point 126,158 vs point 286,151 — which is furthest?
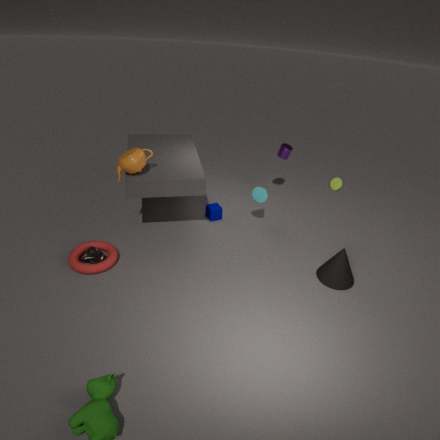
point 286,151
